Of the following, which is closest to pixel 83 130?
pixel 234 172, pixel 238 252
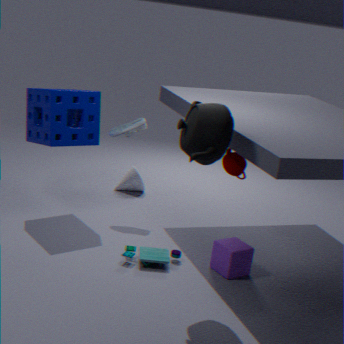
pixel 234 172
